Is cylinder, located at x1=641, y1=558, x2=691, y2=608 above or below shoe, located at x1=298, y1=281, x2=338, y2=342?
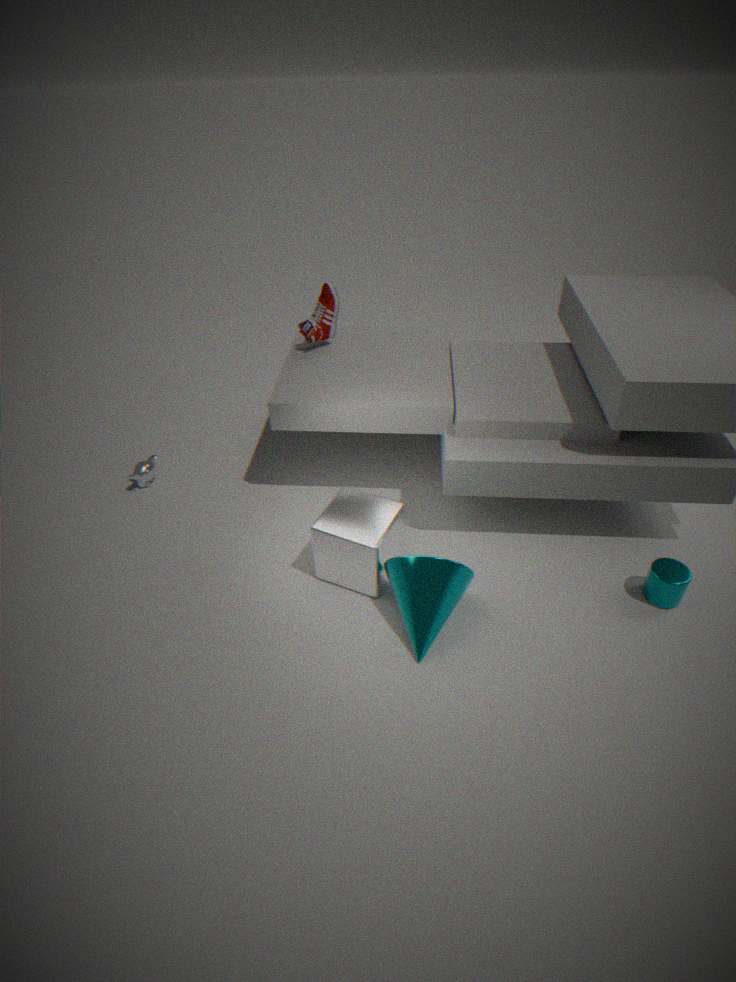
below
